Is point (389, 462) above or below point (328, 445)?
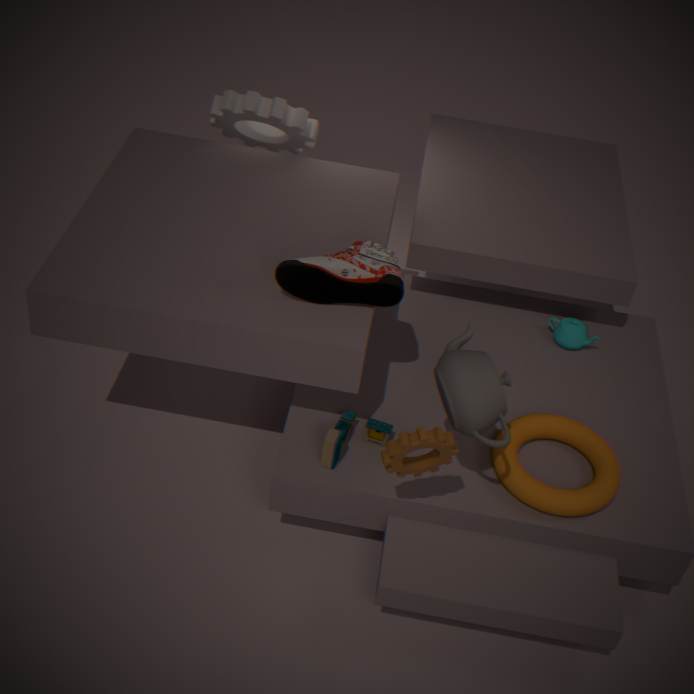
above
